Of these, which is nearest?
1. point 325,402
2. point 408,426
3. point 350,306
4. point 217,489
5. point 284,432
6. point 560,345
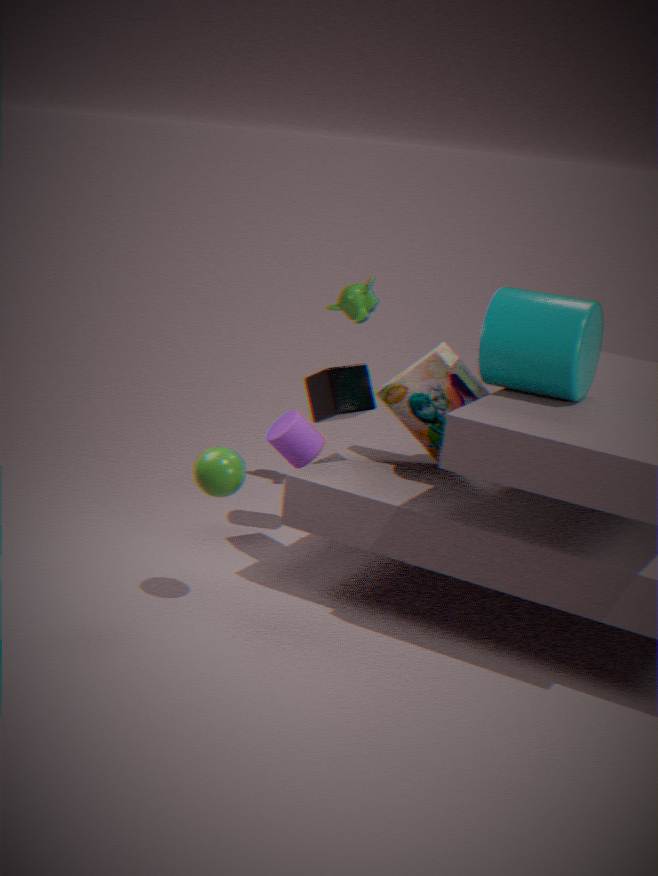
point 560,345
